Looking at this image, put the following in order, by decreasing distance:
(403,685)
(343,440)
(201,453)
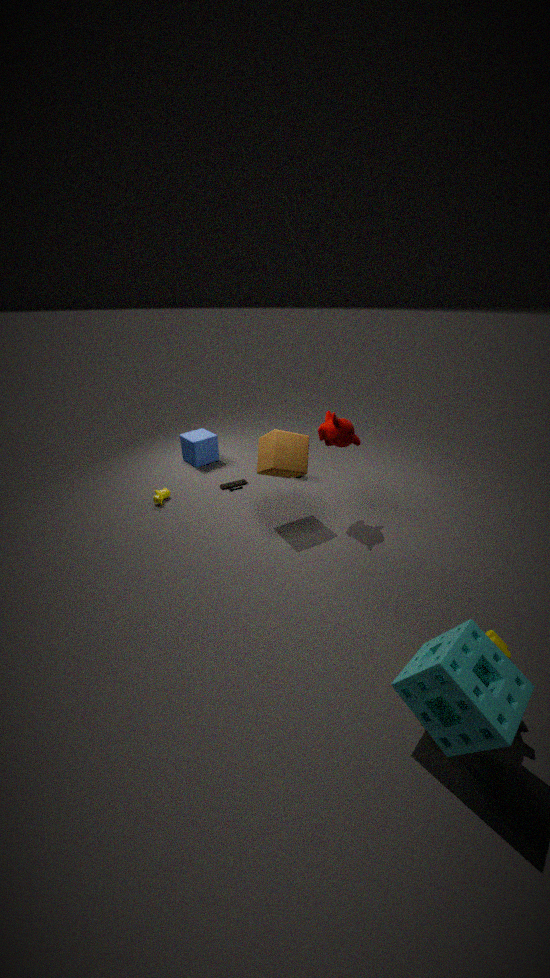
(201,453) < (343,440) < (403,685)
